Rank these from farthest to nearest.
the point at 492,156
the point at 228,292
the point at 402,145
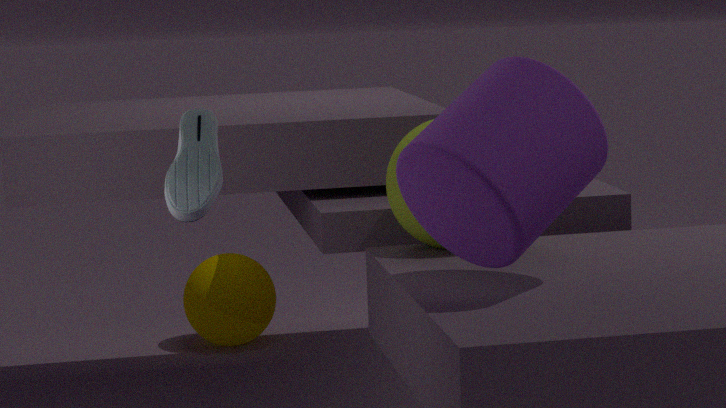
1. the point at 228,292
2. the point at 402,145
3. the point at 492,156
